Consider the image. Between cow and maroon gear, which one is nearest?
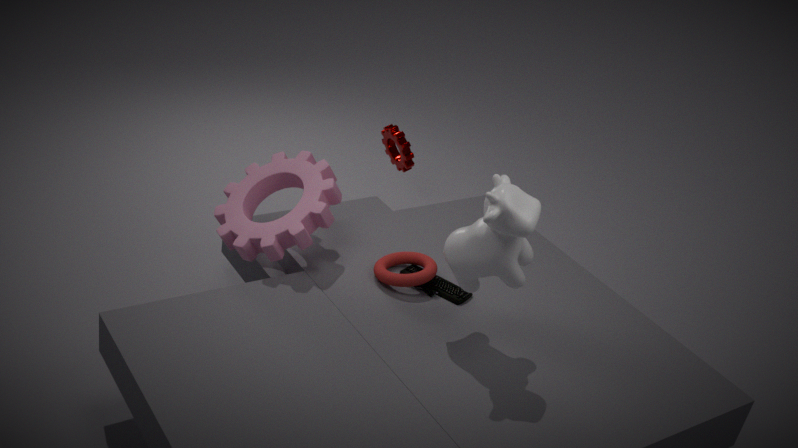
cow
